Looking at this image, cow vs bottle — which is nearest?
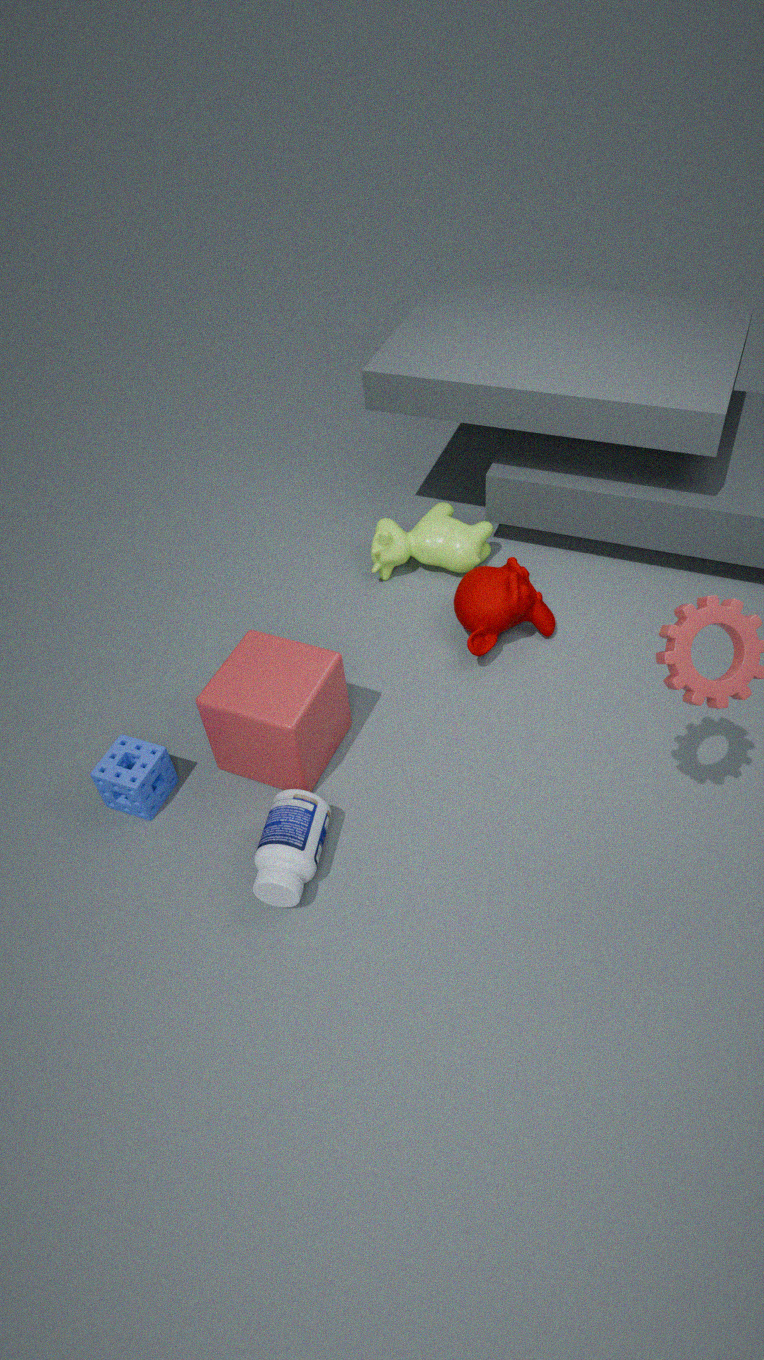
bottle
